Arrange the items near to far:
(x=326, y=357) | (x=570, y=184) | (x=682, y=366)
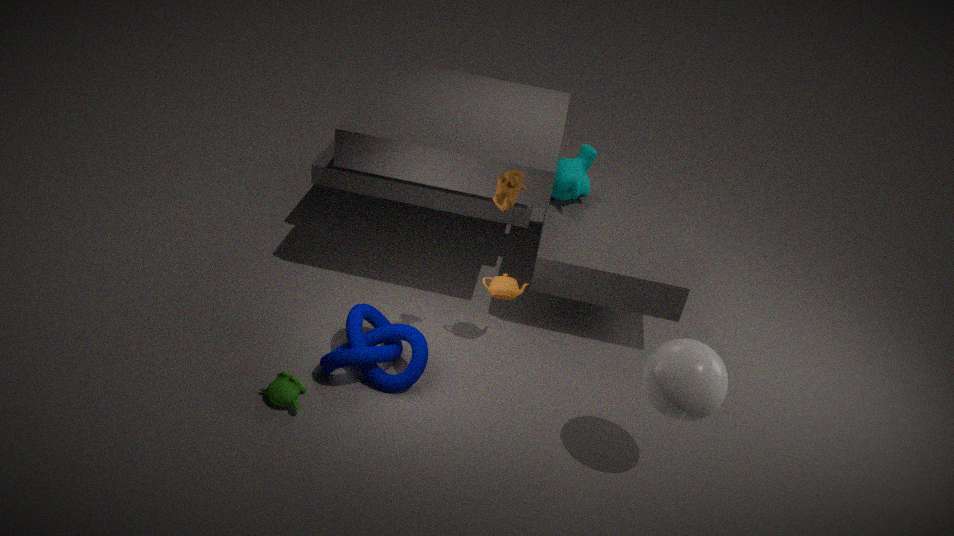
(x=682, y=366) → (x=326, y=357) → (x=570, y=184)
